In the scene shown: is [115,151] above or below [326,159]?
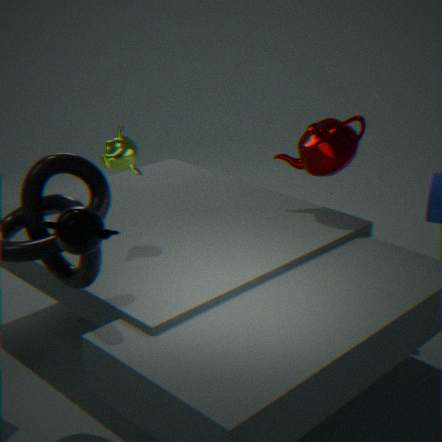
above
